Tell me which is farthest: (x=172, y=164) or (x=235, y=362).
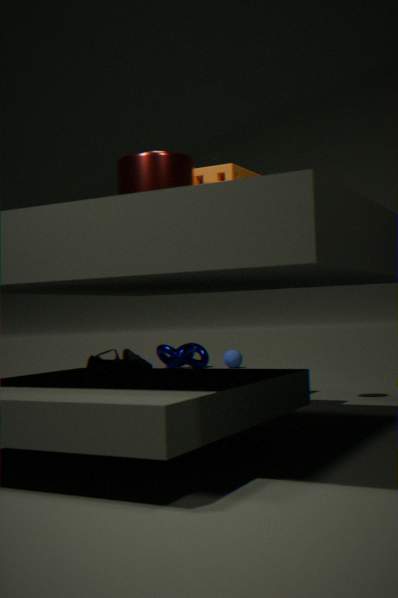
(x=235, y=362)
